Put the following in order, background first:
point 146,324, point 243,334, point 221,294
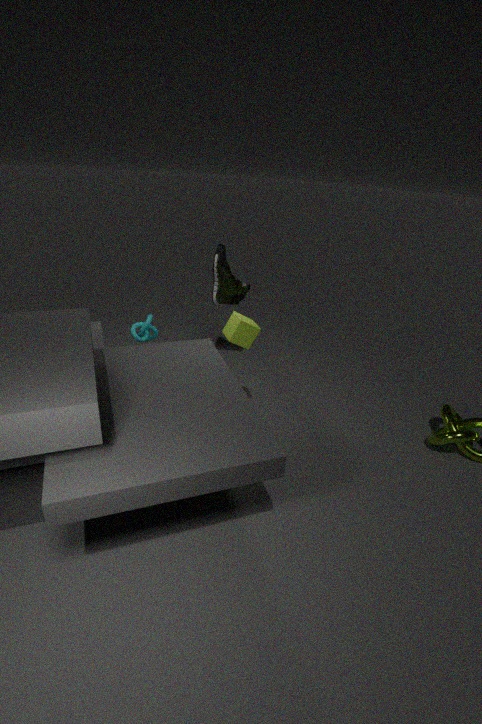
point 221,294 < point 146,324 < point 243,334
